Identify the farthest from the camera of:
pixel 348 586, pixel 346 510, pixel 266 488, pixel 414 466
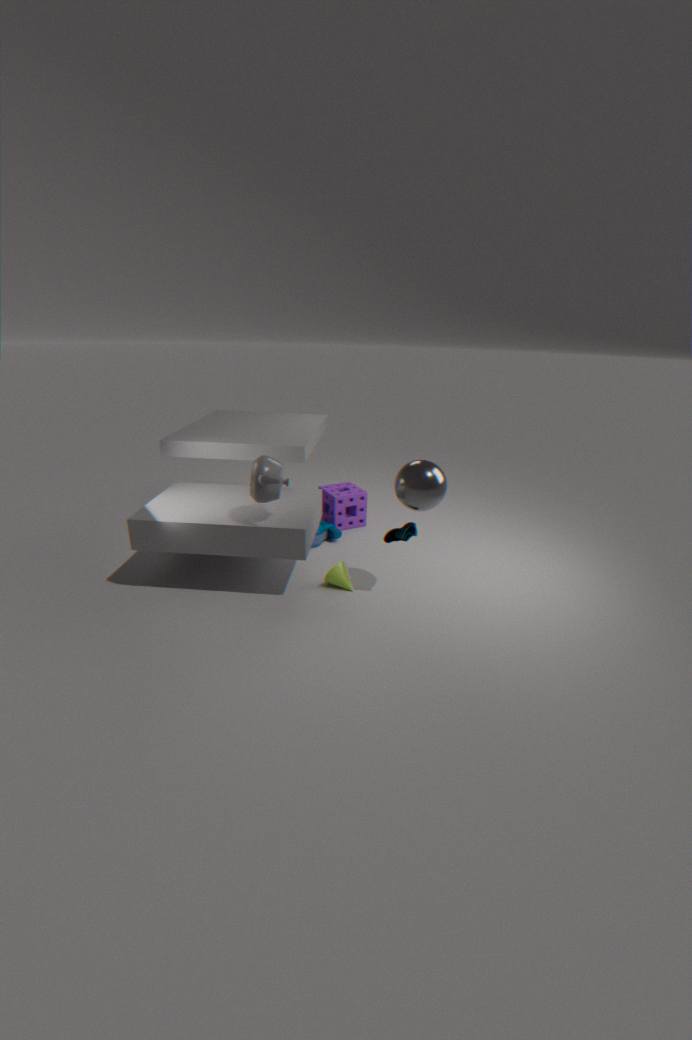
pixel 346 510
